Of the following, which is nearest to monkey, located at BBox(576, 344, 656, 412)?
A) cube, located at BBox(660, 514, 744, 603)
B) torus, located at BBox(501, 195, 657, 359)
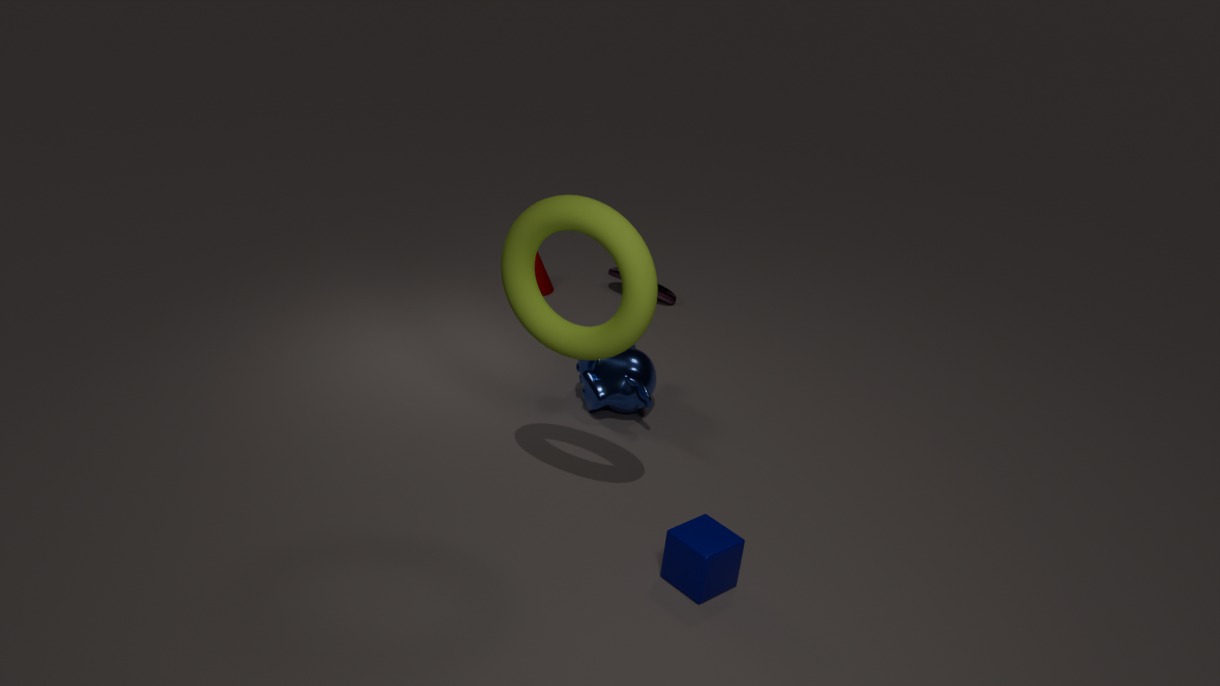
torus, located at BBox(501, 195, 657, 359)
